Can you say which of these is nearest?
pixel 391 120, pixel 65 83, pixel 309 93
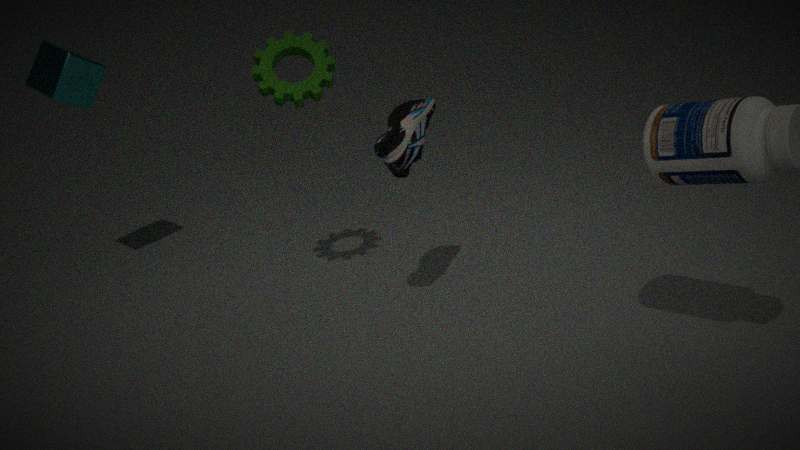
pixel 391 120
